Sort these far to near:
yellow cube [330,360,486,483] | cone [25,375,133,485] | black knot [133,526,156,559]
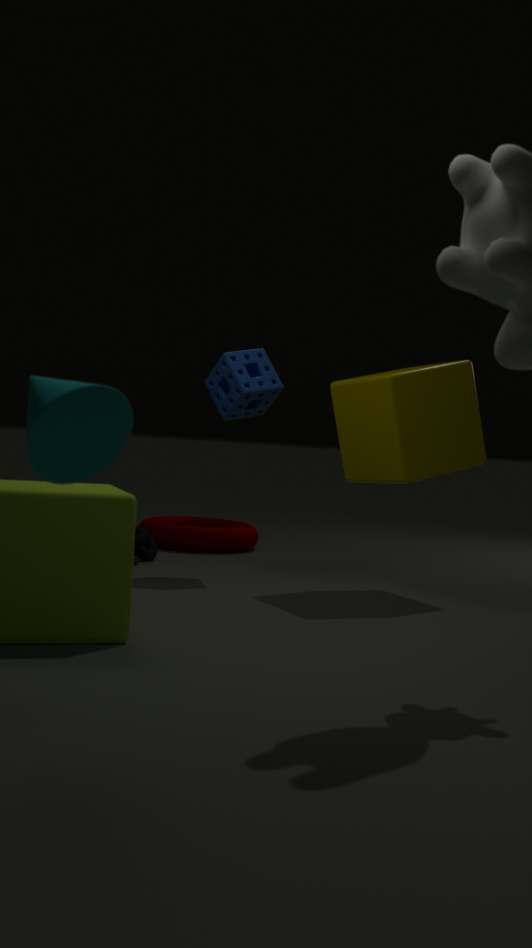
1. black knot [133,526,156,559]
2. yellow cube [330,360,486,483]
3. cone [25,375,133,485]
